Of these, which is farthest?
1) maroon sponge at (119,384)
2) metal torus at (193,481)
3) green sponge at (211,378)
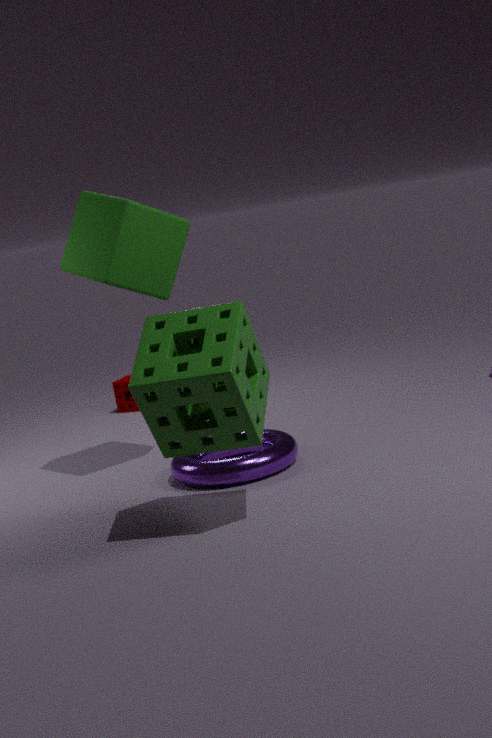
1. maroon sponge at (119,384)
